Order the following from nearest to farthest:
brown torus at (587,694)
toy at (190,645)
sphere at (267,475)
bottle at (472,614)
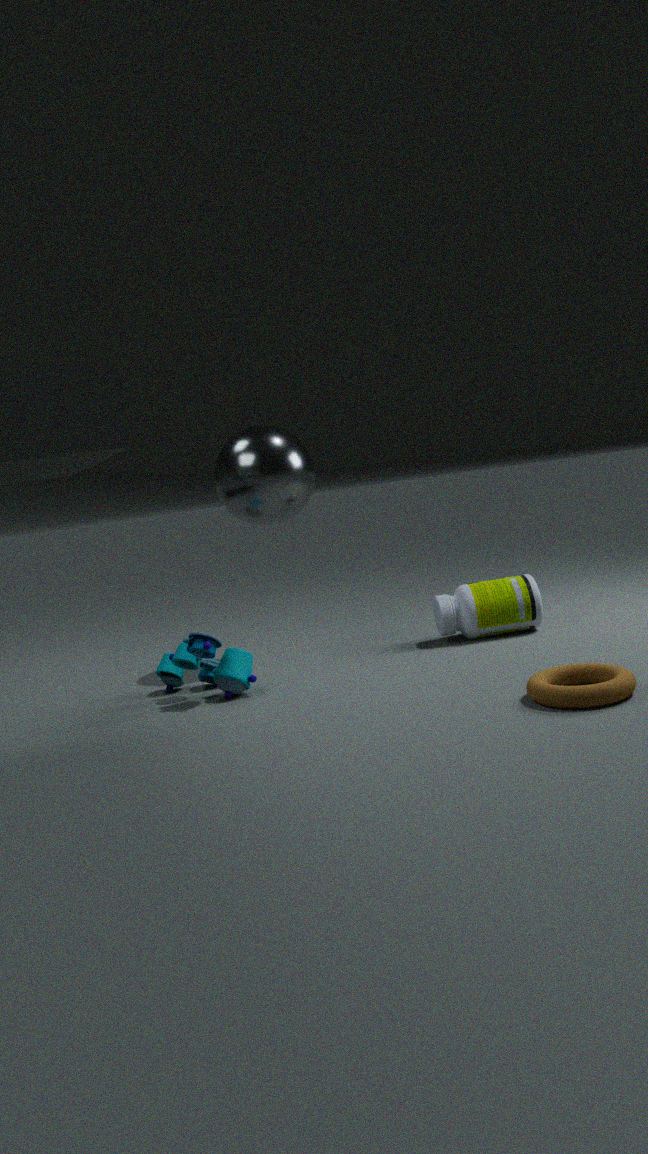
brown torus at (587,694) < toy at (190,645) < sphere at (267,475) < bottle at (472,614)
